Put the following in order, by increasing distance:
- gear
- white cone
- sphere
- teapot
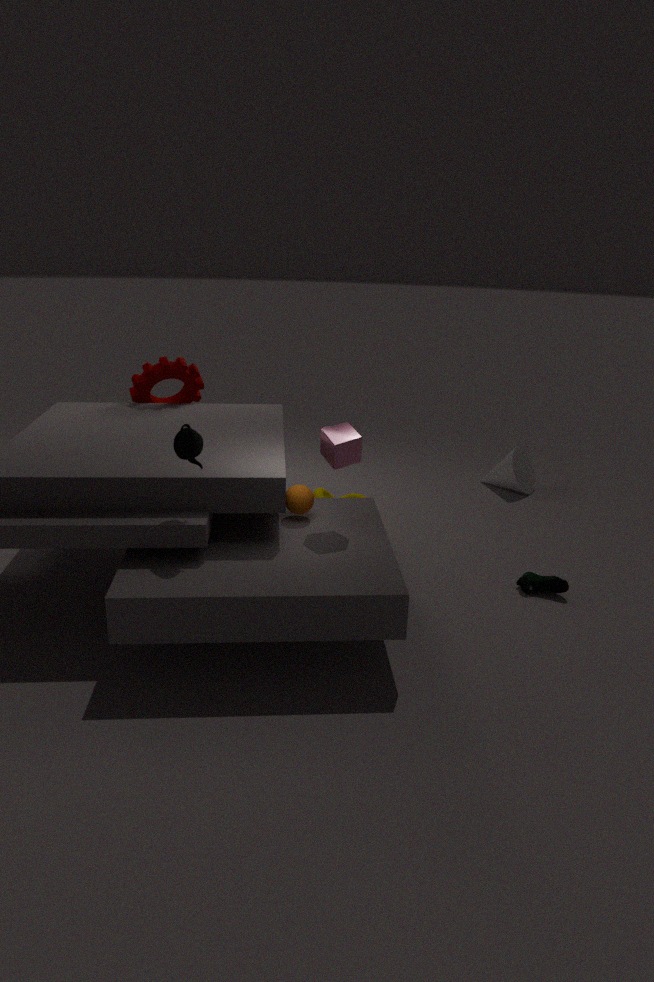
teapot, sphere, gear, white cone
